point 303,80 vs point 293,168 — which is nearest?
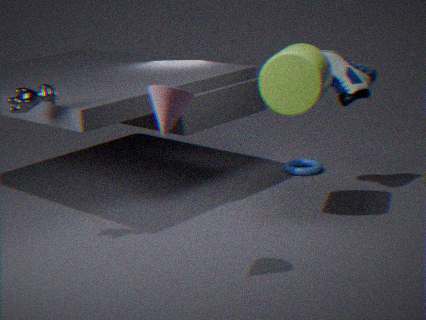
point 303,80
